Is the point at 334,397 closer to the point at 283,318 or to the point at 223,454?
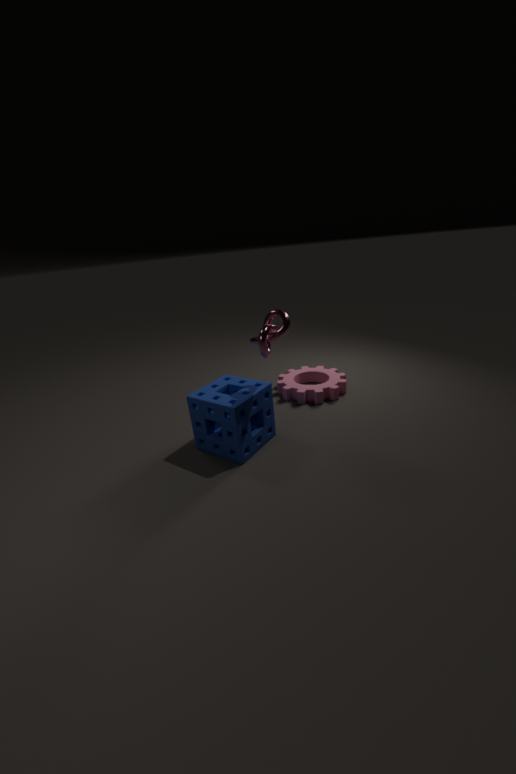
the point at 223,454
